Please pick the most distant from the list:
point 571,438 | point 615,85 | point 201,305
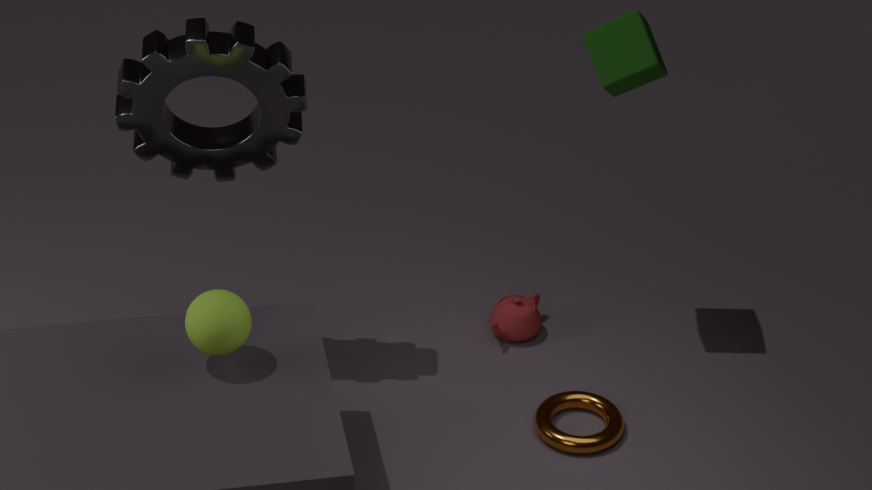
point 571,438
